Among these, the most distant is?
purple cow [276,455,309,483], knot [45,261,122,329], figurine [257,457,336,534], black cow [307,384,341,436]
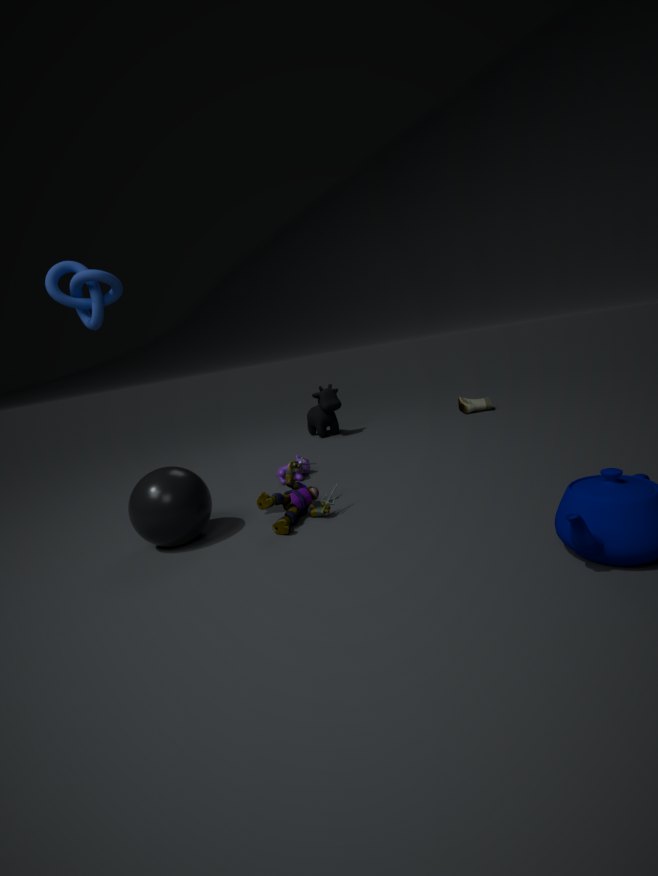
black cow [307,384,341,436]
